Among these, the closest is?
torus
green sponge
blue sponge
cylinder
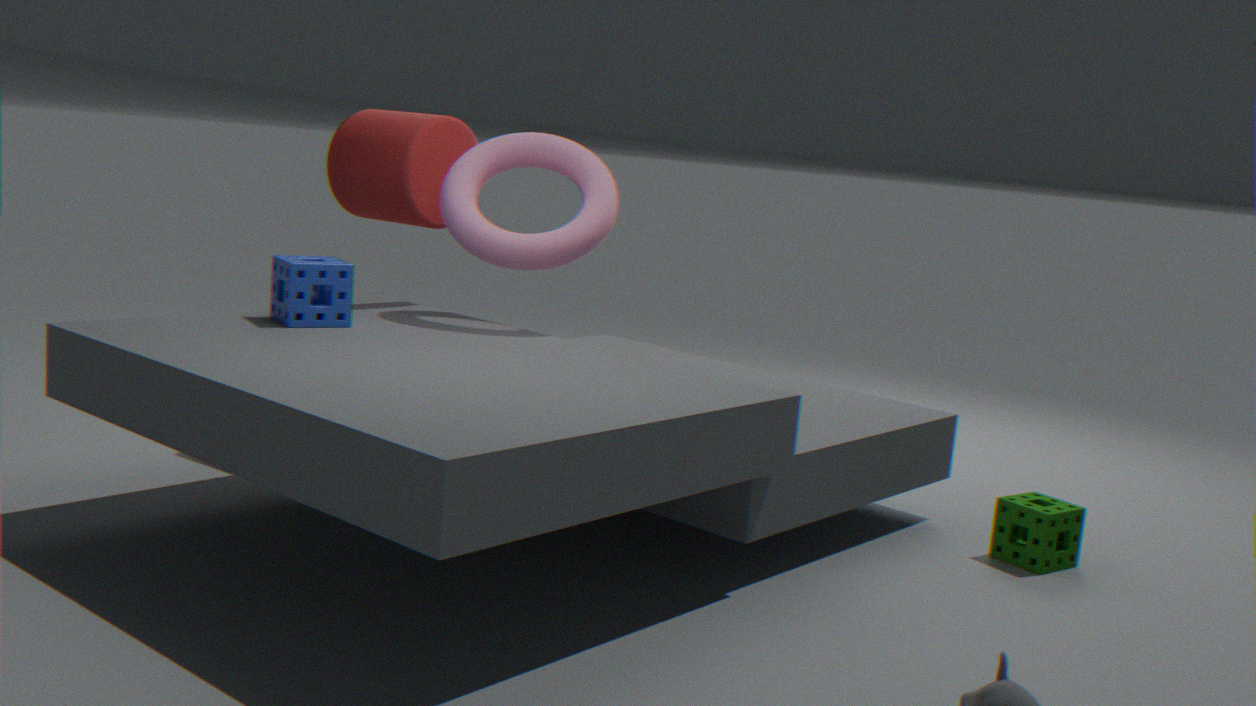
blue sponge
